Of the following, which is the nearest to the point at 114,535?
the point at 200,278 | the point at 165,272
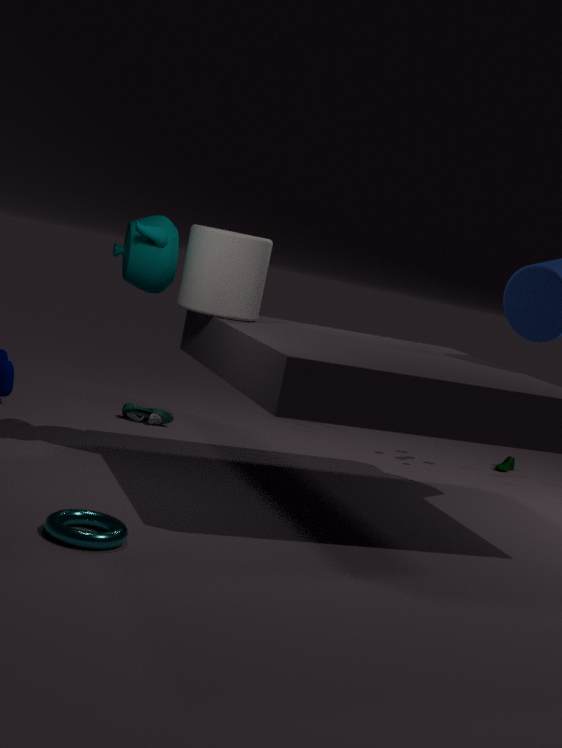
the point at 165,272
